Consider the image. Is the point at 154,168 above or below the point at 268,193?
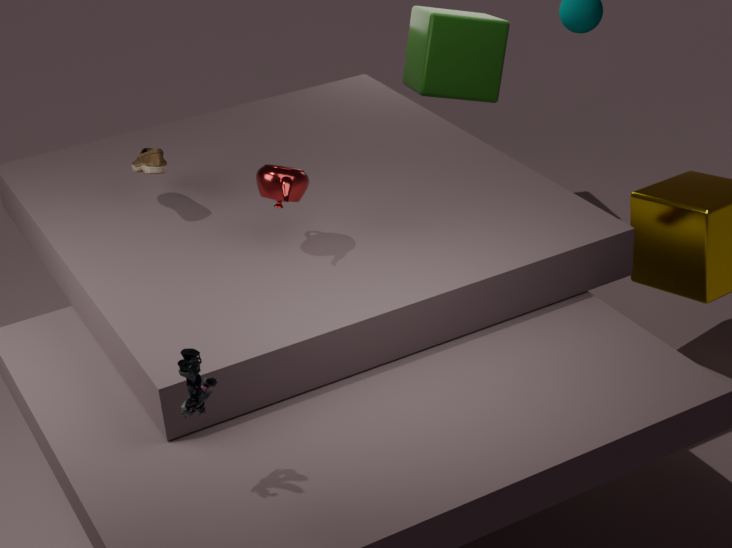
below
